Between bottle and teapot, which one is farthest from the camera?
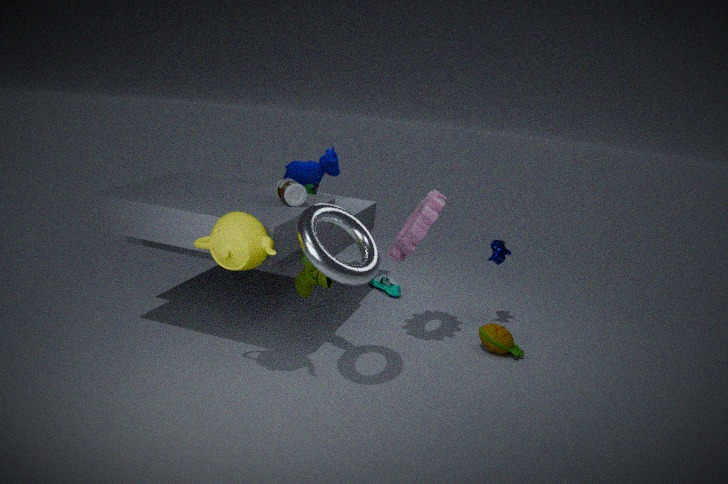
bottle
